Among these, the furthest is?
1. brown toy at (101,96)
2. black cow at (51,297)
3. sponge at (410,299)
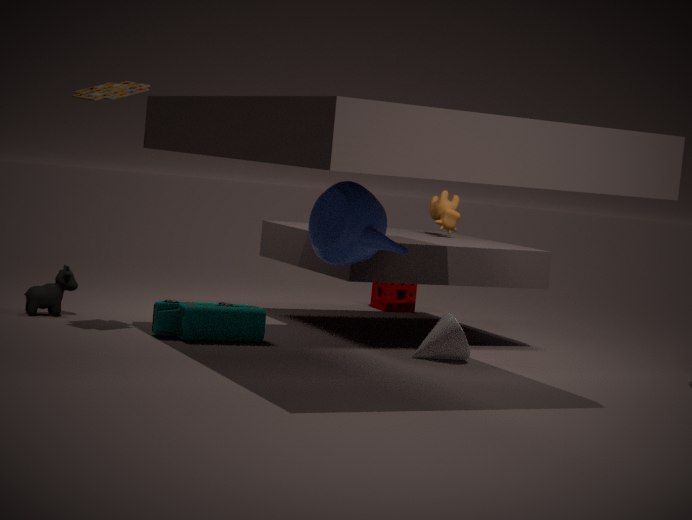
sponge at (410,299)
